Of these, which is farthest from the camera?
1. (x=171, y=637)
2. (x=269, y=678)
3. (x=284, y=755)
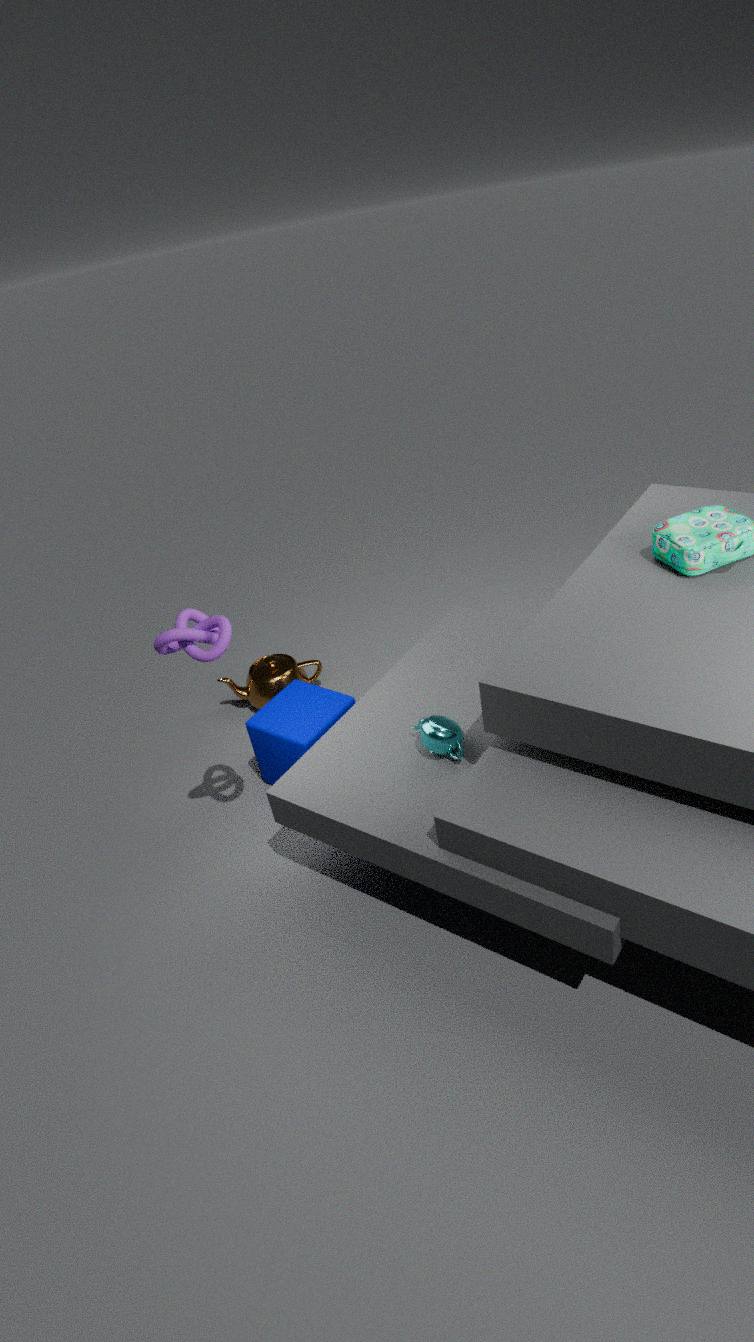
→ (x=269, y=678)
